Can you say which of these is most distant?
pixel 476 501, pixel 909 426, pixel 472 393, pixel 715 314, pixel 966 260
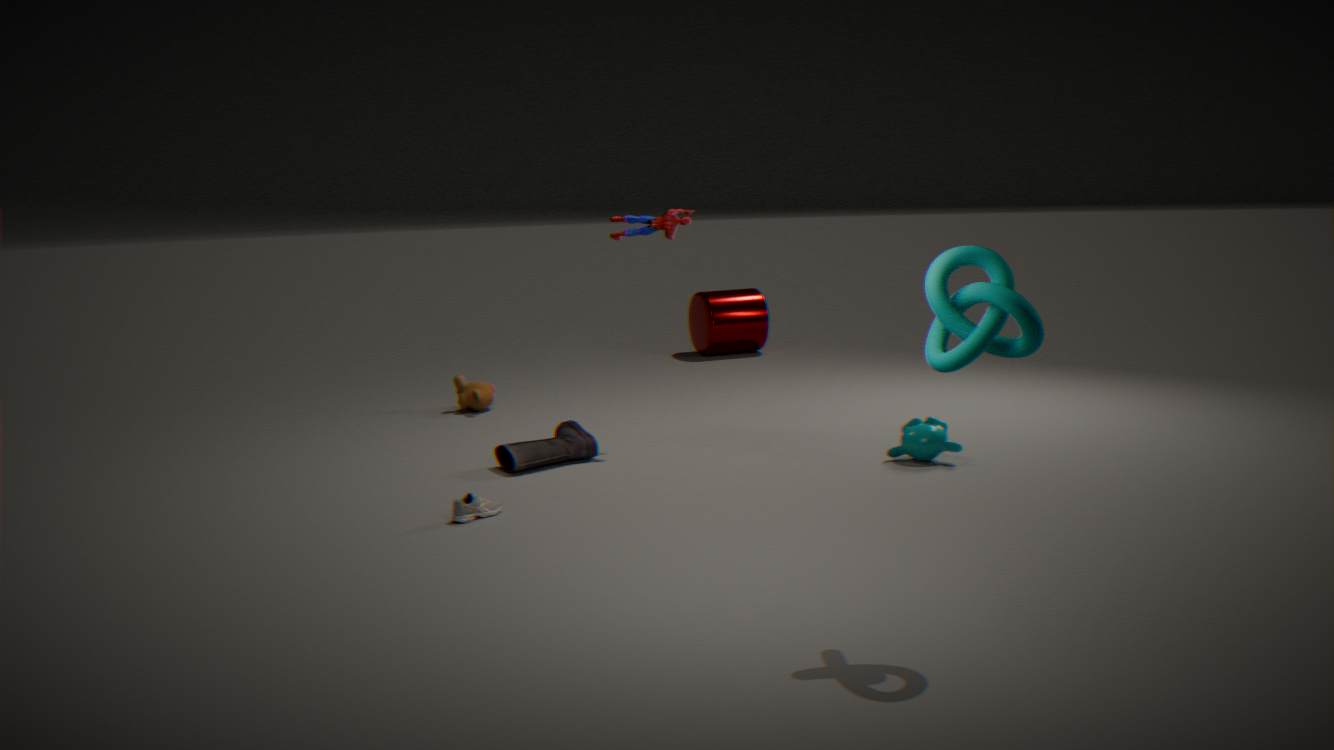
pixel 715 314
